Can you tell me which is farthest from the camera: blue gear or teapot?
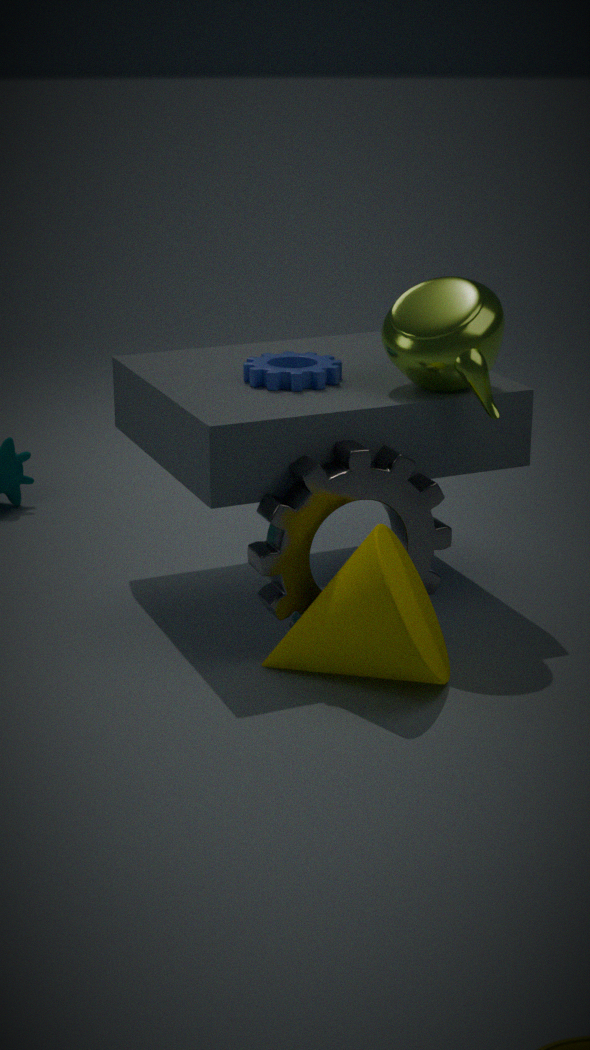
blue gear
